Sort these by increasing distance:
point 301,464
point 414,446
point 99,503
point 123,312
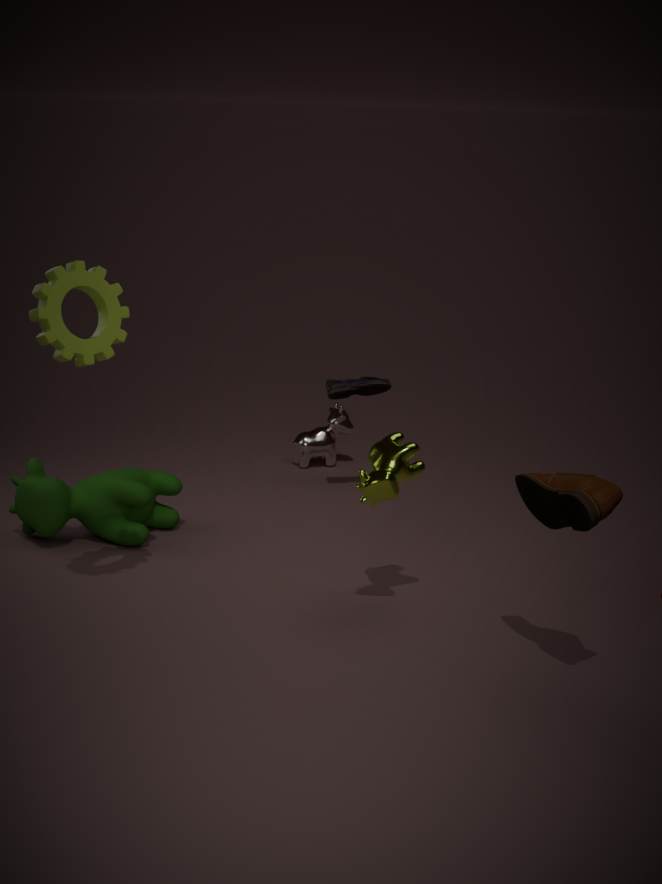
point 123,312 → point 414,446 → point 99,503 → point 301,464
